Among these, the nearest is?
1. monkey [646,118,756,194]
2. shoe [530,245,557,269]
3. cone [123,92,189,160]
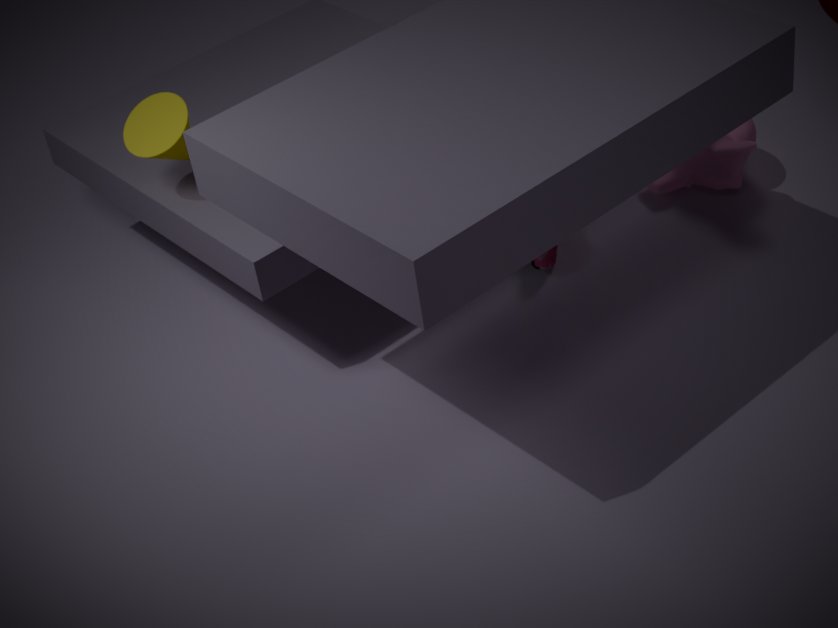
cone [123,92,189,160]
